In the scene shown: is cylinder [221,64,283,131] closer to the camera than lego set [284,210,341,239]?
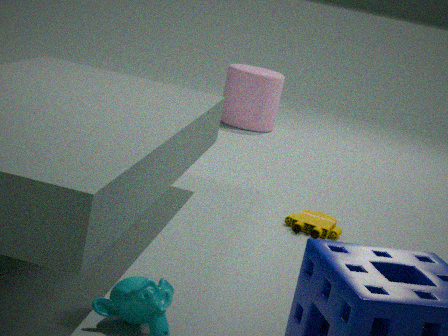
No
